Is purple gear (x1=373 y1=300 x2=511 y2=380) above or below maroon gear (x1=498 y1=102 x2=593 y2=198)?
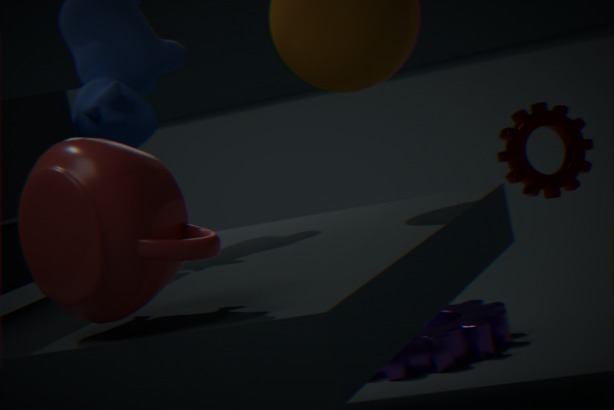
below
